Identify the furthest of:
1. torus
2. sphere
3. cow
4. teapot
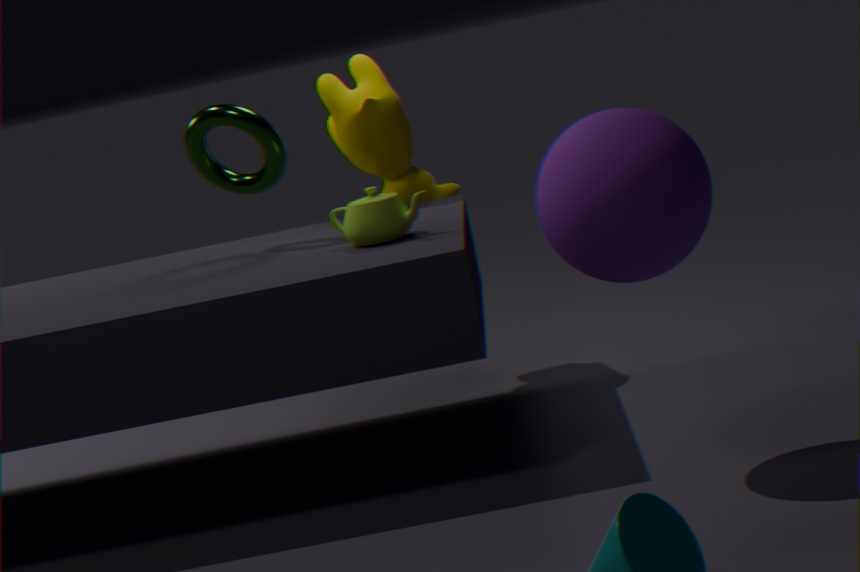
cow
